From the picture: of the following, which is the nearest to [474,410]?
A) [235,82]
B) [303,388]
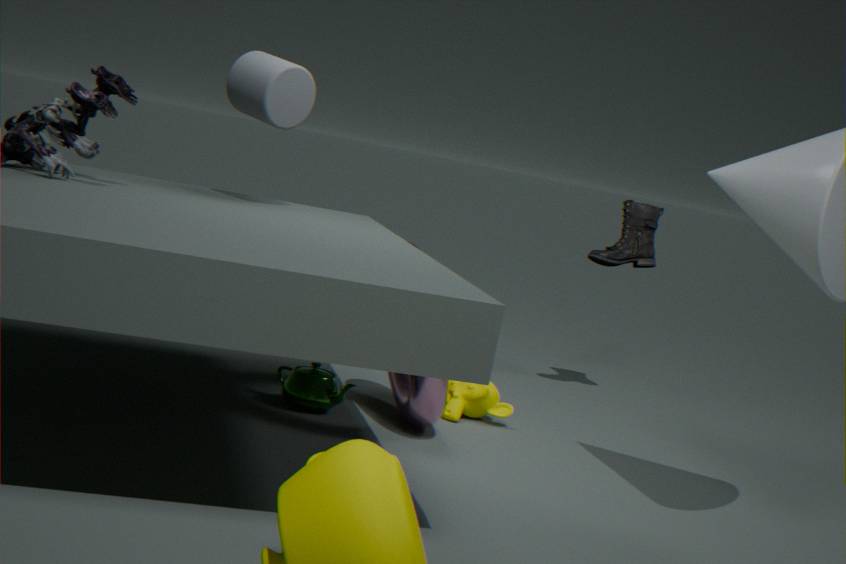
[303,388]
